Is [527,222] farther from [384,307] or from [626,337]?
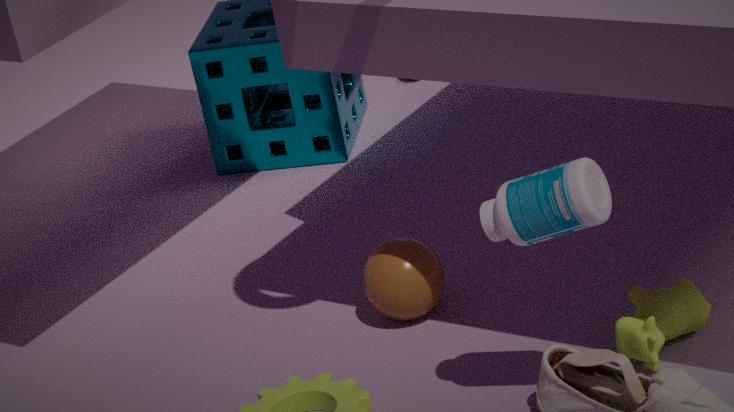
[384,307]
